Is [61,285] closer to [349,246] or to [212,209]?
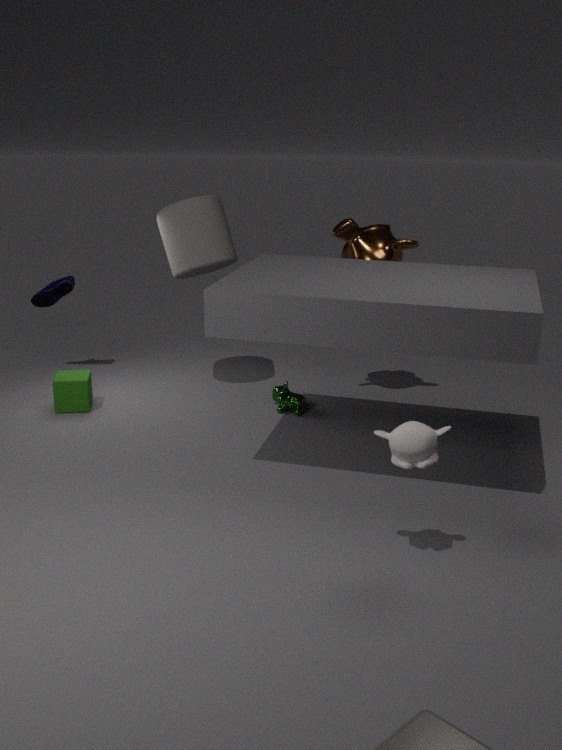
[212,209]
